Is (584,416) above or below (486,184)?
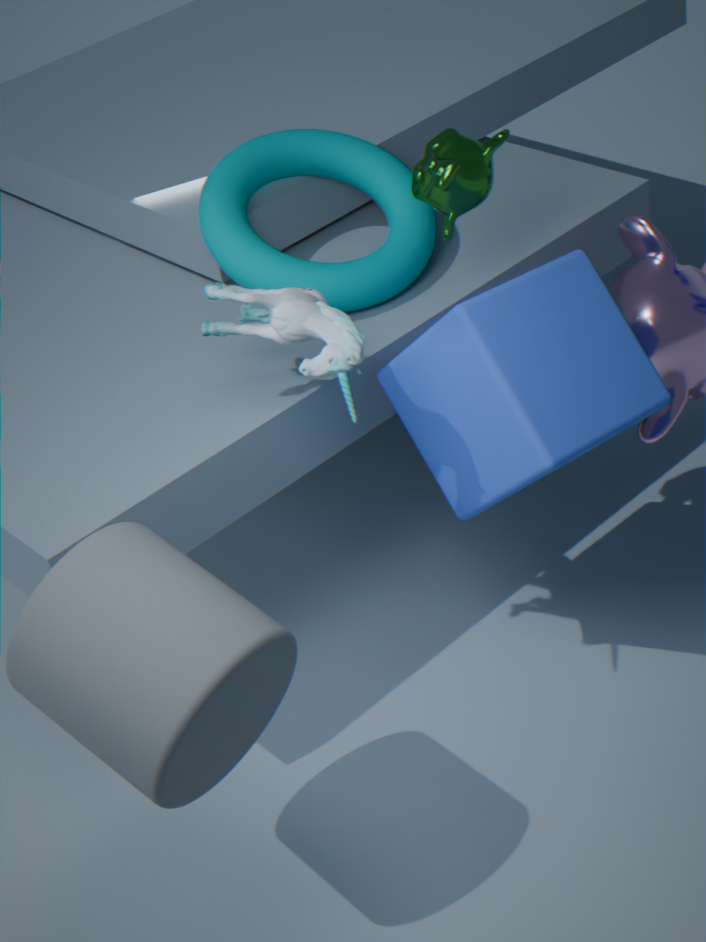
below
